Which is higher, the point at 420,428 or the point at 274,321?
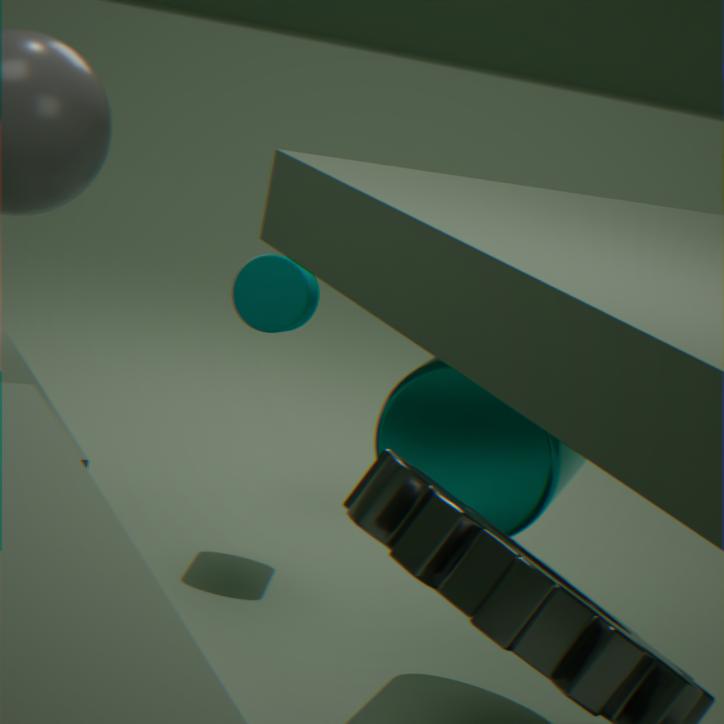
the point at 274,321
